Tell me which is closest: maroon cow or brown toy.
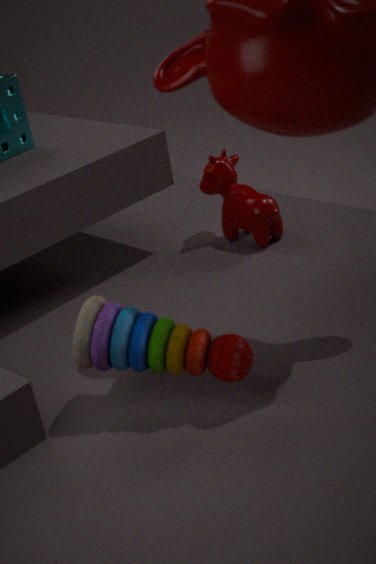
brown toy
